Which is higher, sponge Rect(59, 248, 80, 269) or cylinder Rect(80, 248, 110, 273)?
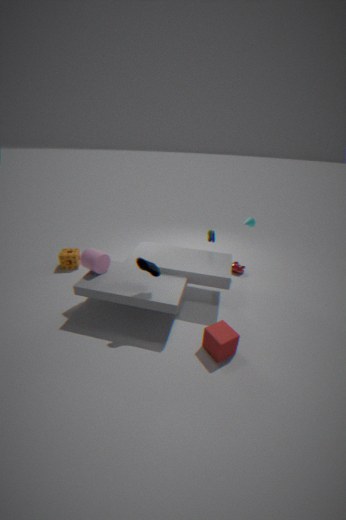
cylinder Rect(80, 248, 110, 273)
